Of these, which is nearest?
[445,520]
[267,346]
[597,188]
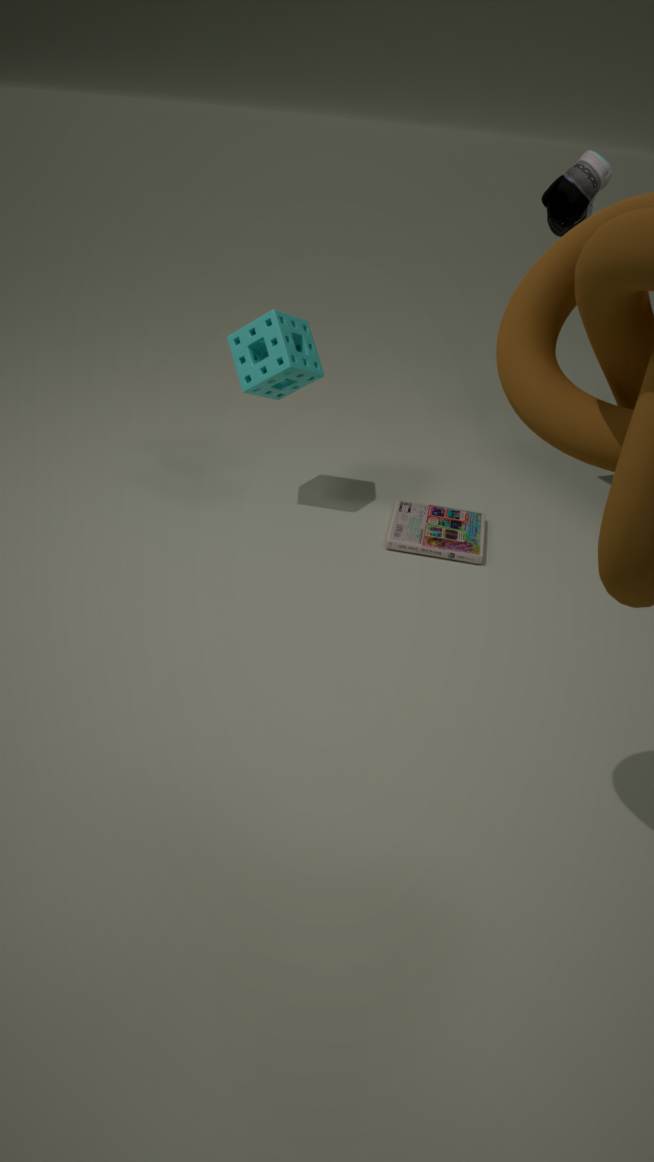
[267,346]
